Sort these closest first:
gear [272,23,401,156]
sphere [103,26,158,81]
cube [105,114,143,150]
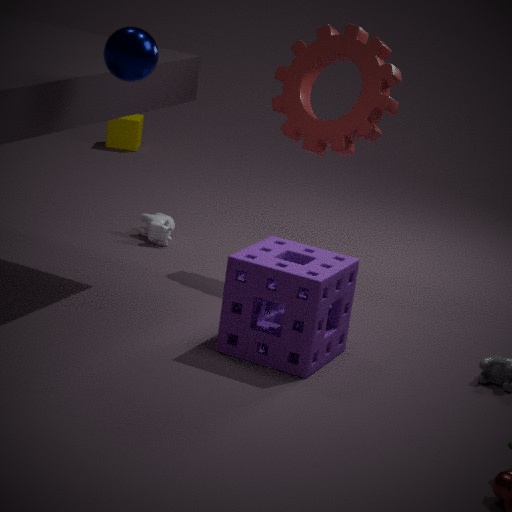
sphere [103,26,158,81]
gear [272,23,401,156]
cube [105,114,143,150]
